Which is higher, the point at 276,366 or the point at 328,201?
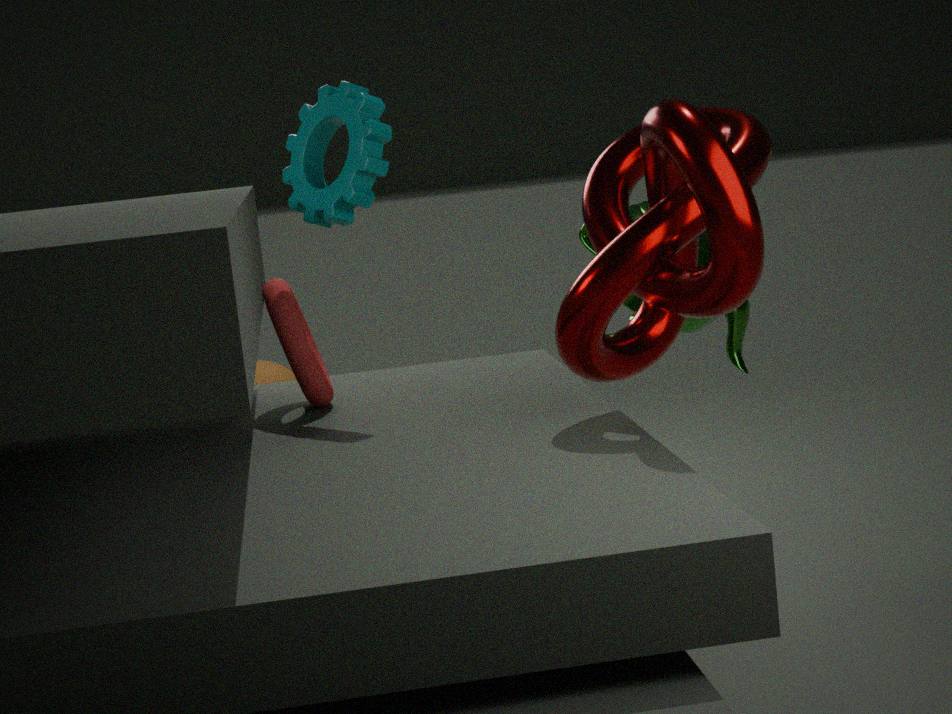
the point at 328,201
